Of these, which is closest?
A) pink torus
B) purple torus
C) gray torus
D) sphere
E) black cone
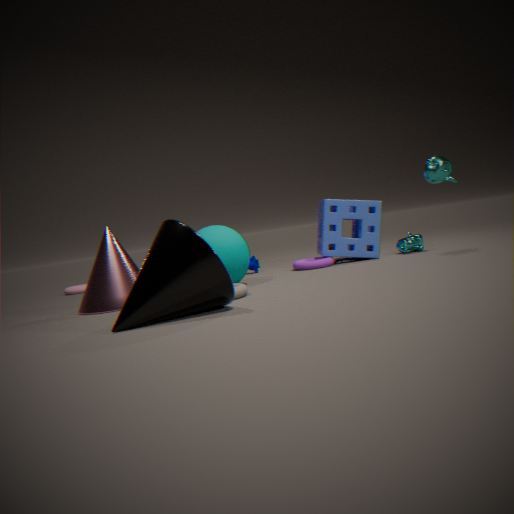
black cone
